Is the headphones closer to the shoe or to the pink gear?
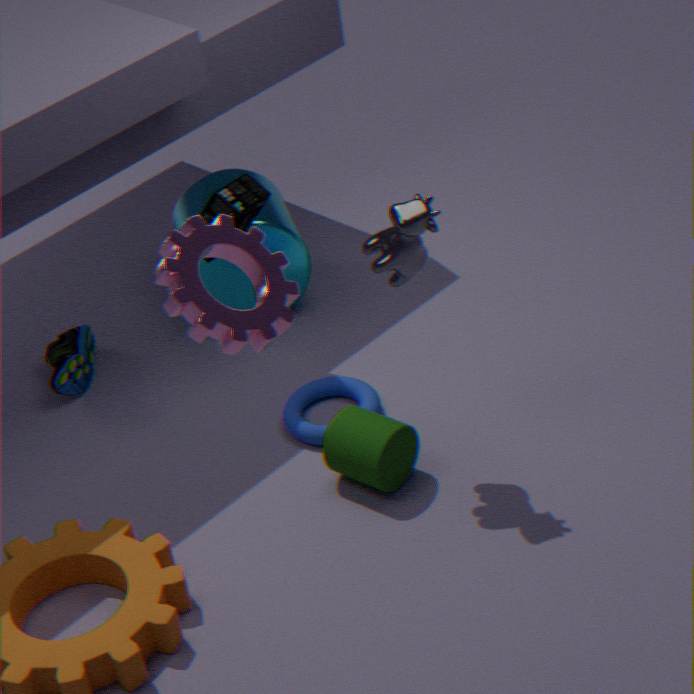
the shoe
